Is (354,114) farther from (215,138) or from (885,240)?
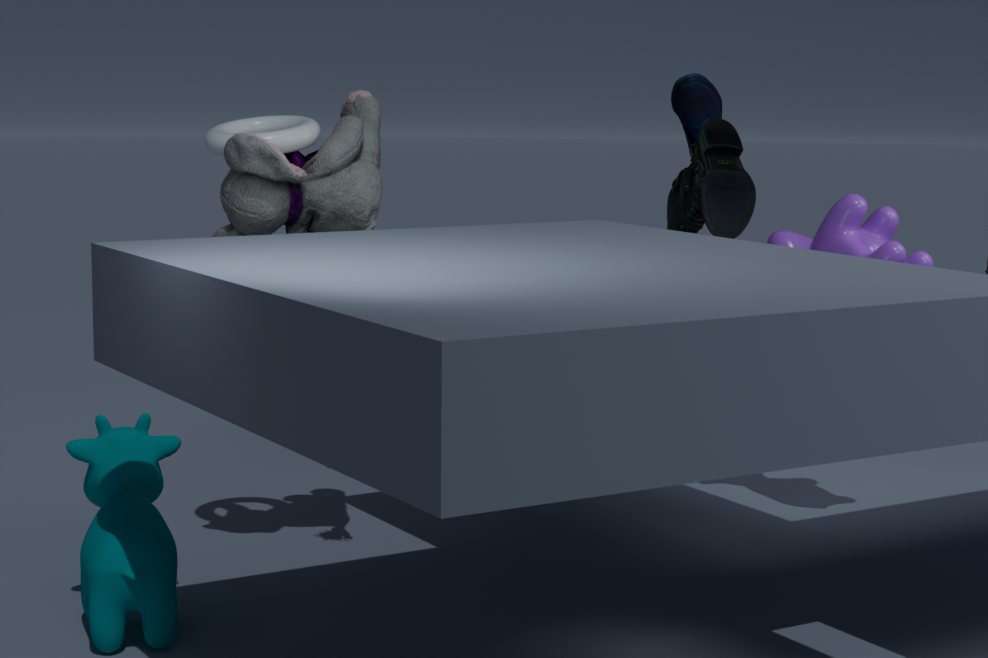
(885,240)
